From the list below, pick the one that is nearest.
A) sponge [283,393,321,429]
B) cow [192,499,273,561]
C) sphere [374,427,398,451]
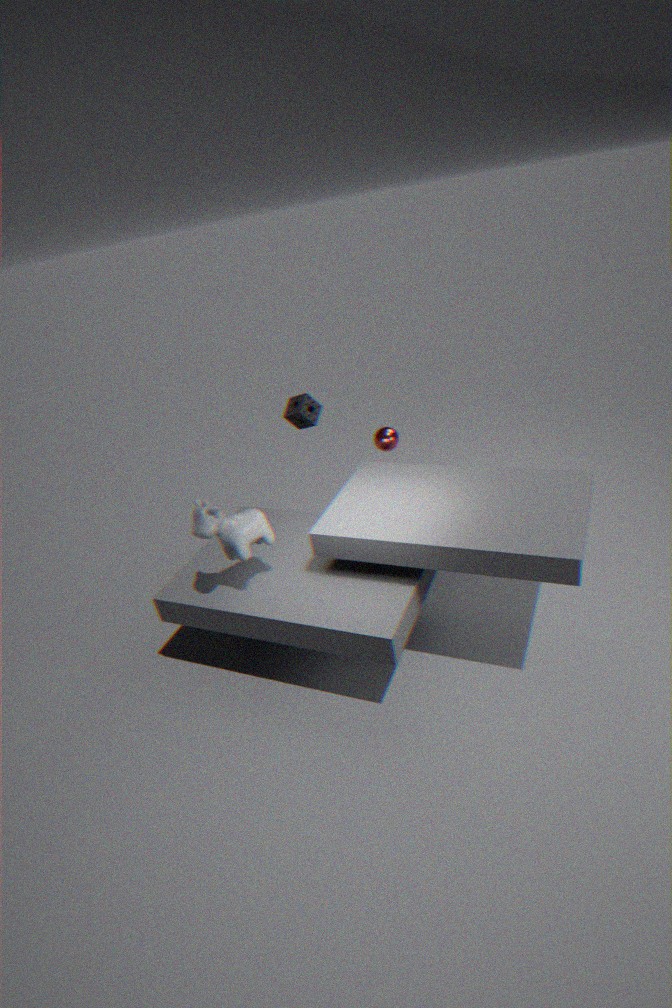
cow [192,499,273,561]
